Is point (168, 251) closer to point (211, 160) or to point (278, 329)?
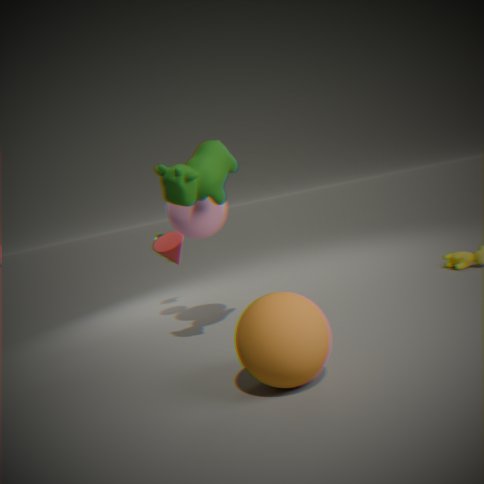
point (211, 160)
